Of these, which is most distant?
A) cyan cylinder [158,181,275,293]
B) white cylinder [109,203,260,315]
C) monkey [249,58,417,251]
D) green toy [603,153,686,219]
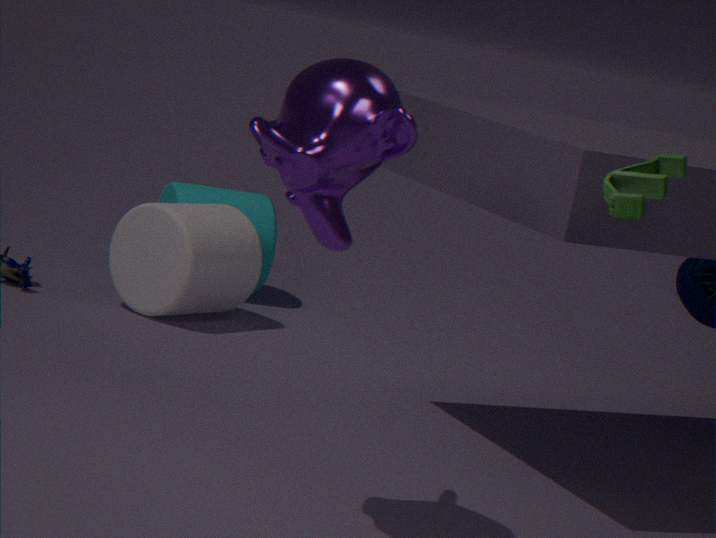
cyan cylinder [158,181,275,293]
